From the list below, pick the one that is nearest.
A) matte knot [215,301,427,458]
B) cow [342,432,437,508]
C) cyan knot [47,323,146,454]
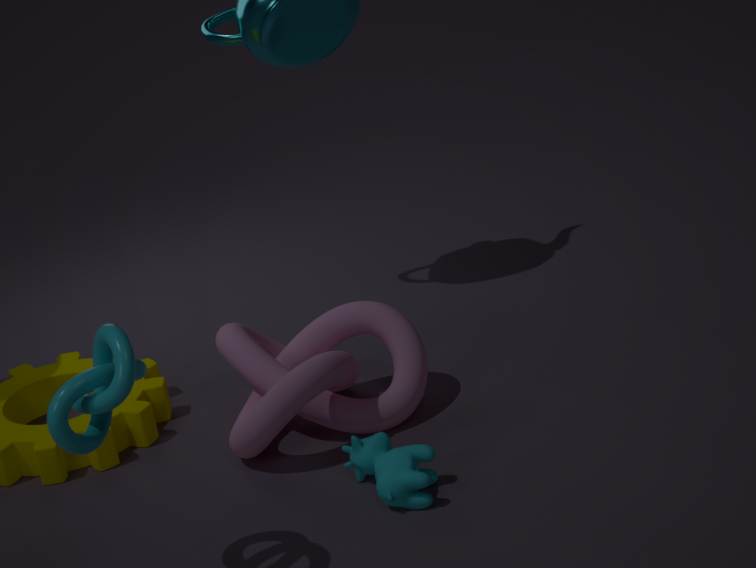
cyan knot [47,323,146,454]
